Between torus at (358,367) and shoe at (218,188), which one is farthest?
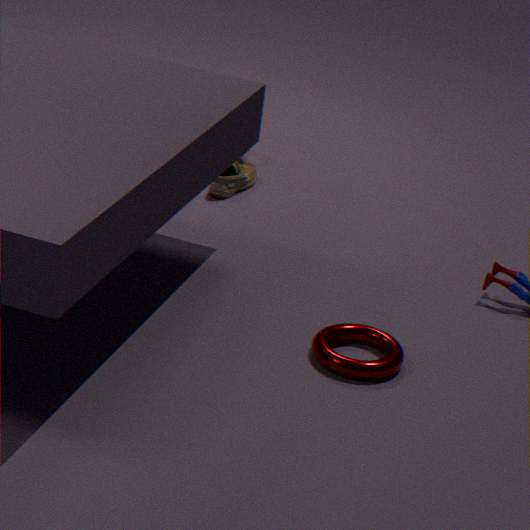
shoe at (218,188)
